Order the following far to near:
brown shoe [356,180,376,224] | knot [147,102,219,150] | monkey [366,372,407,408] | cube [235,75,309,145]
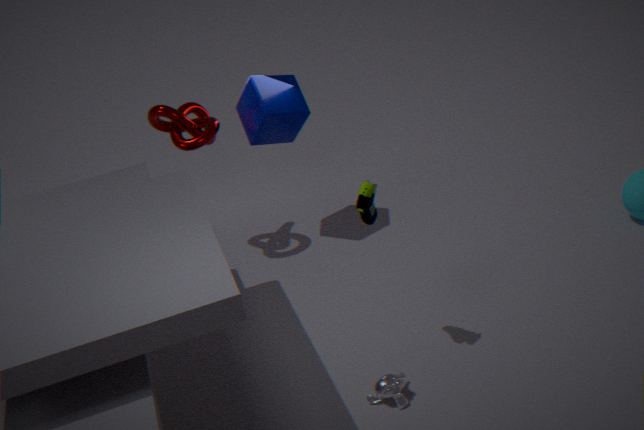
cube [235,75,309,145] → knot [147,102,219,150] → monkey [366,372,407,408] → brown shoe [356,180,376,224]
